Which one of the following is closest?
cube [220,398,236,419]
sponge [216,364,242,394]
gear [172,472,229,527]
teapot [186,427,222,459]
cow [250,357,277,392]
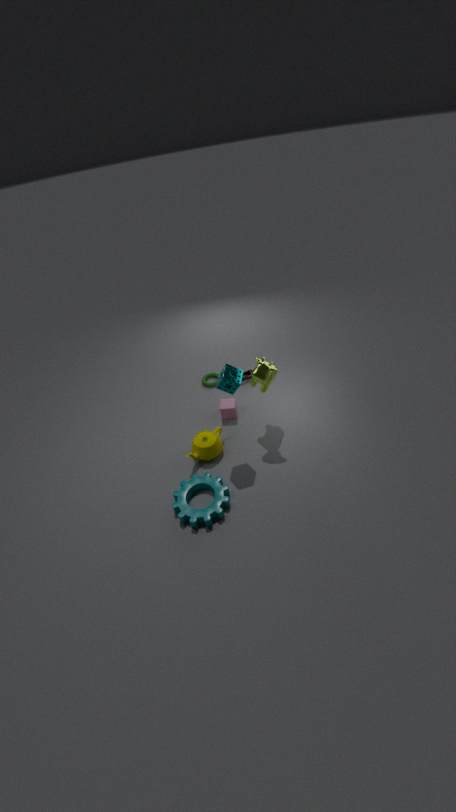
gear [172,472,229,527]
